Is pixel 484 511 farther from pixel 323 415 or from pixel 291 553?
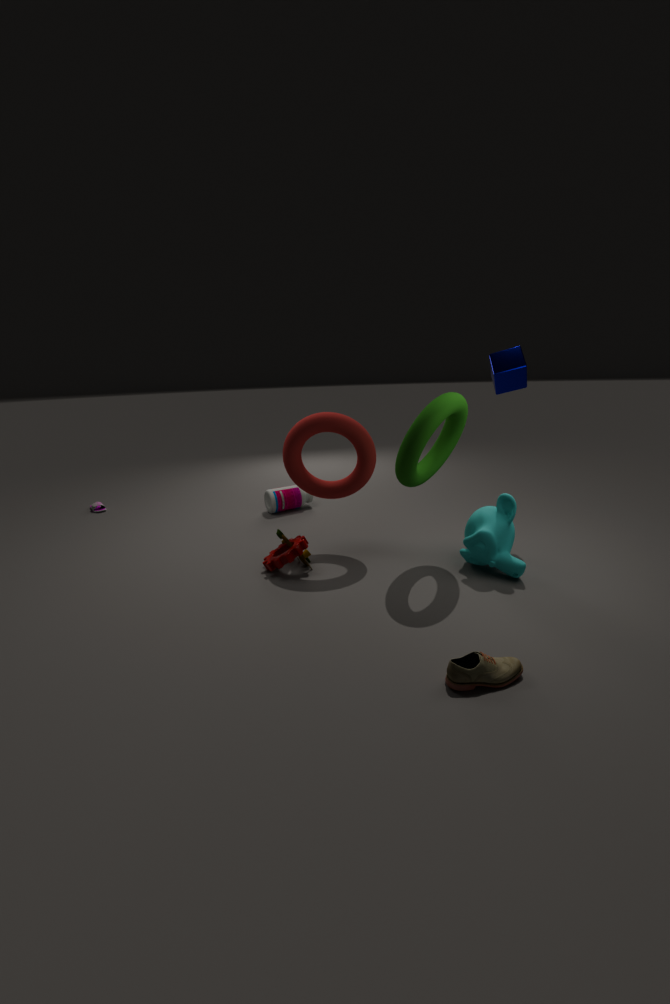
pixel 291 553
